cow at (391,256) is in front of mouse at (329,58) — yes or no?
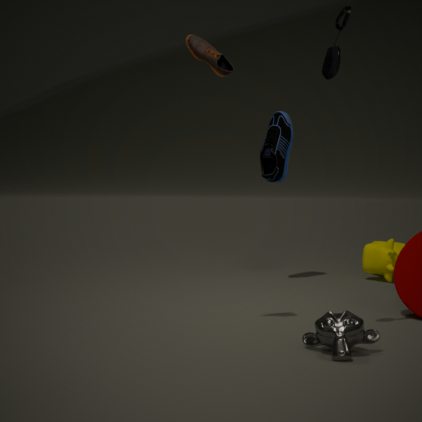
No
